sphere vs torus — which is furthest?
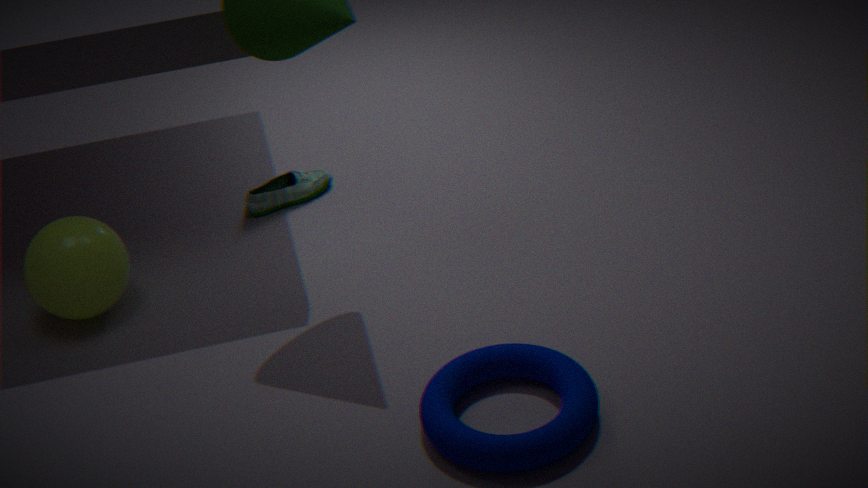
sphere
